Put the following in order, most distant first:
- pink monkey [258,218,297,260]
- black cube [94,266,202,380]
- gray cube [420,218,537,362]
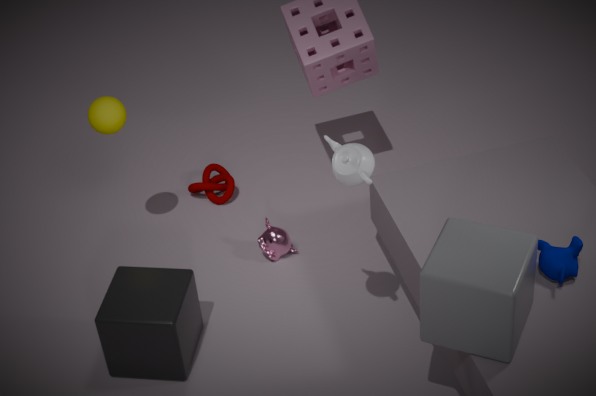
pink monkey [258,218,297,260], black cube [94,266,202,380], gray cube [420,218,537,362]
